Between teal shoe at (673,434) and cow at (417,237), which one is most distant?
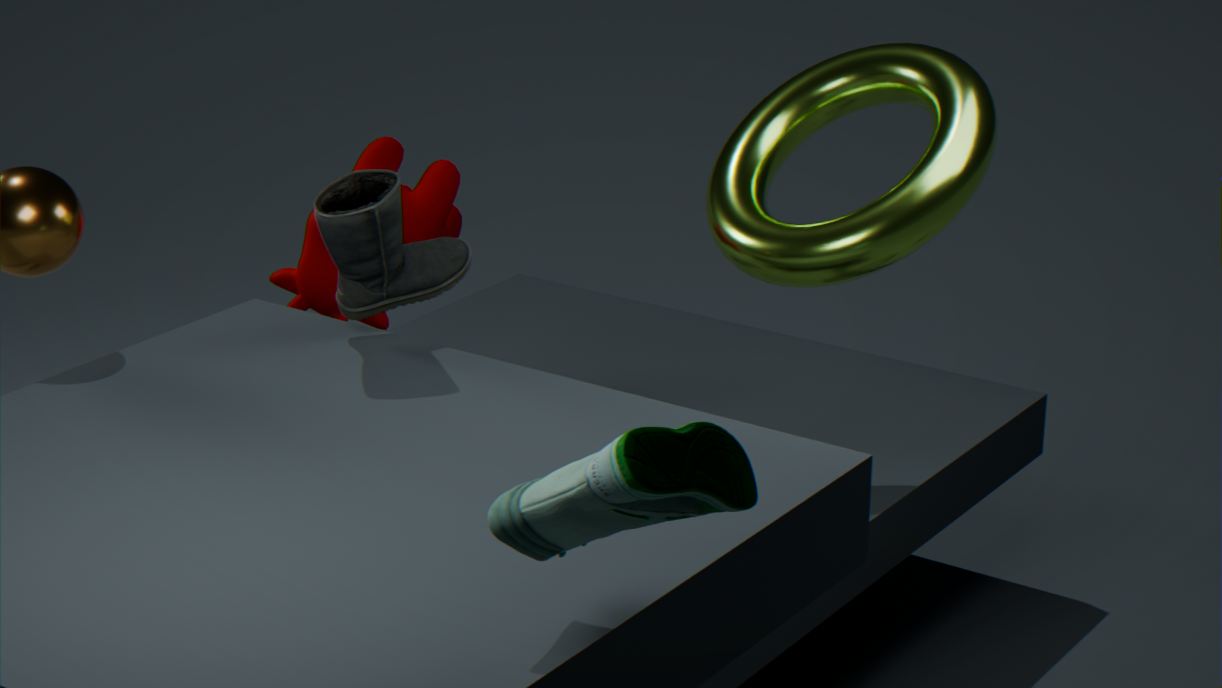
cow at (417,237)
